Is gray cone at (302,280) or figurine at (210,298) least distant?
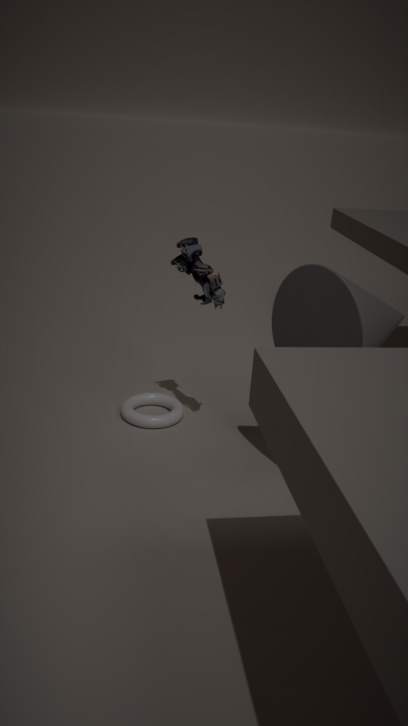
gray cone at (302,280)
